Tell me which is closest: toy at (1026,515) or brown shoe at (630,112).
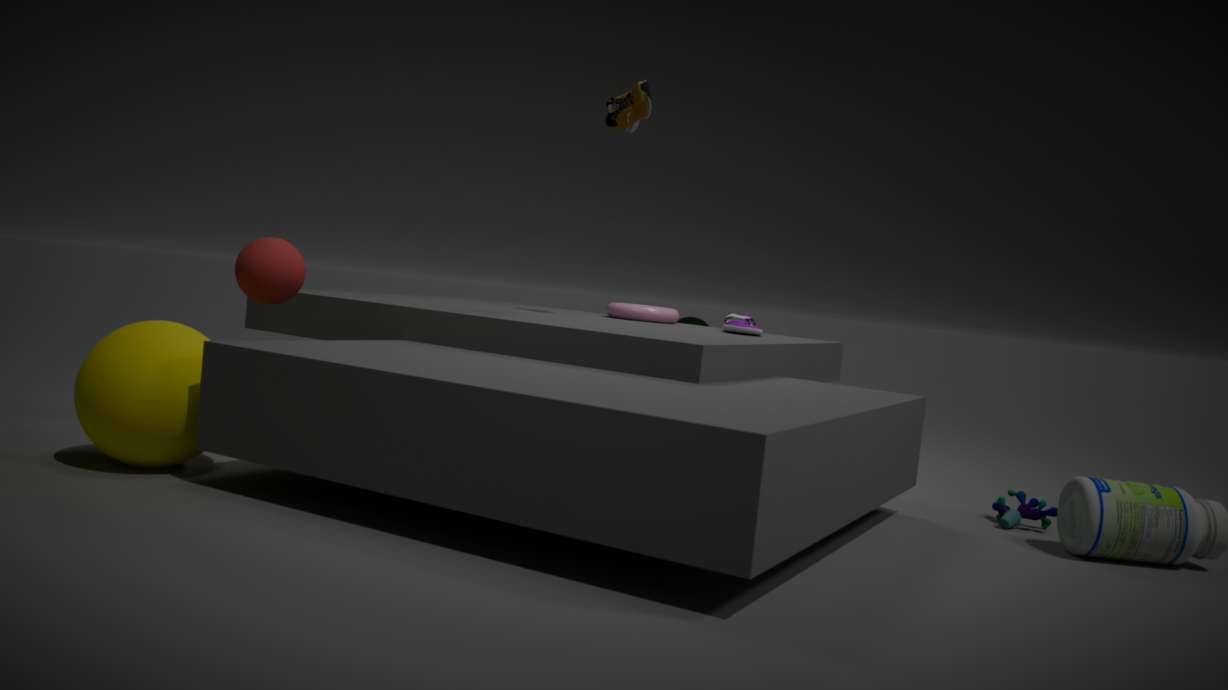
toy at (1026,515)
